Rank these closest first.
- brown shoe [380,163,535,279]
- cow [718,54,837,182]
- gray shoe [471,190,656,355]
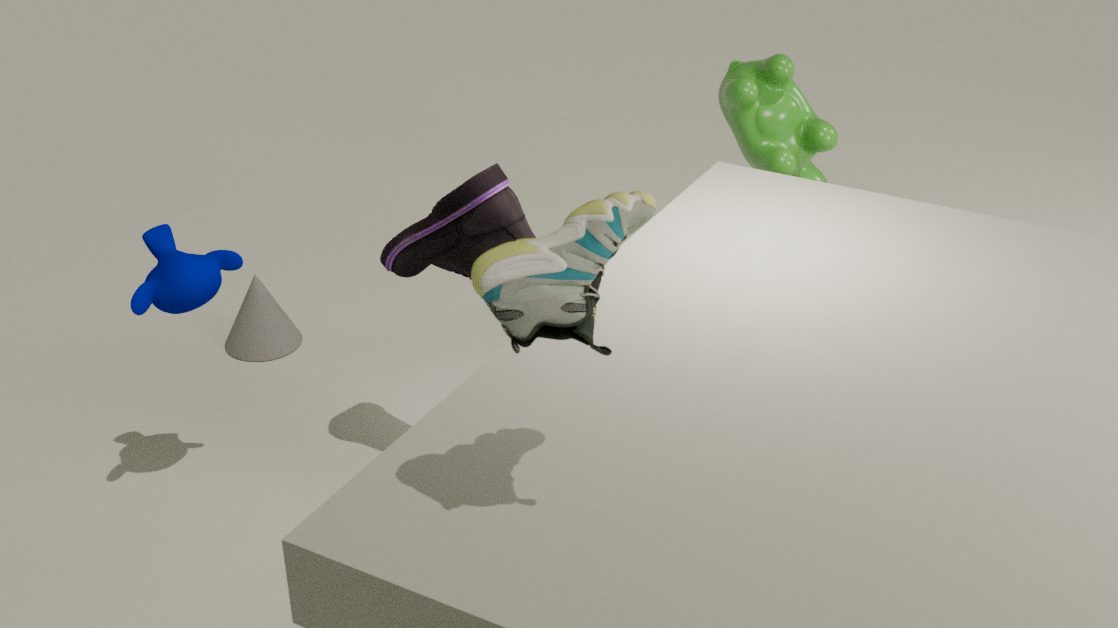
gray shoe [471,190,656,355] → brown shoe [380,163,535,279] → cow [718,54,837,182]
